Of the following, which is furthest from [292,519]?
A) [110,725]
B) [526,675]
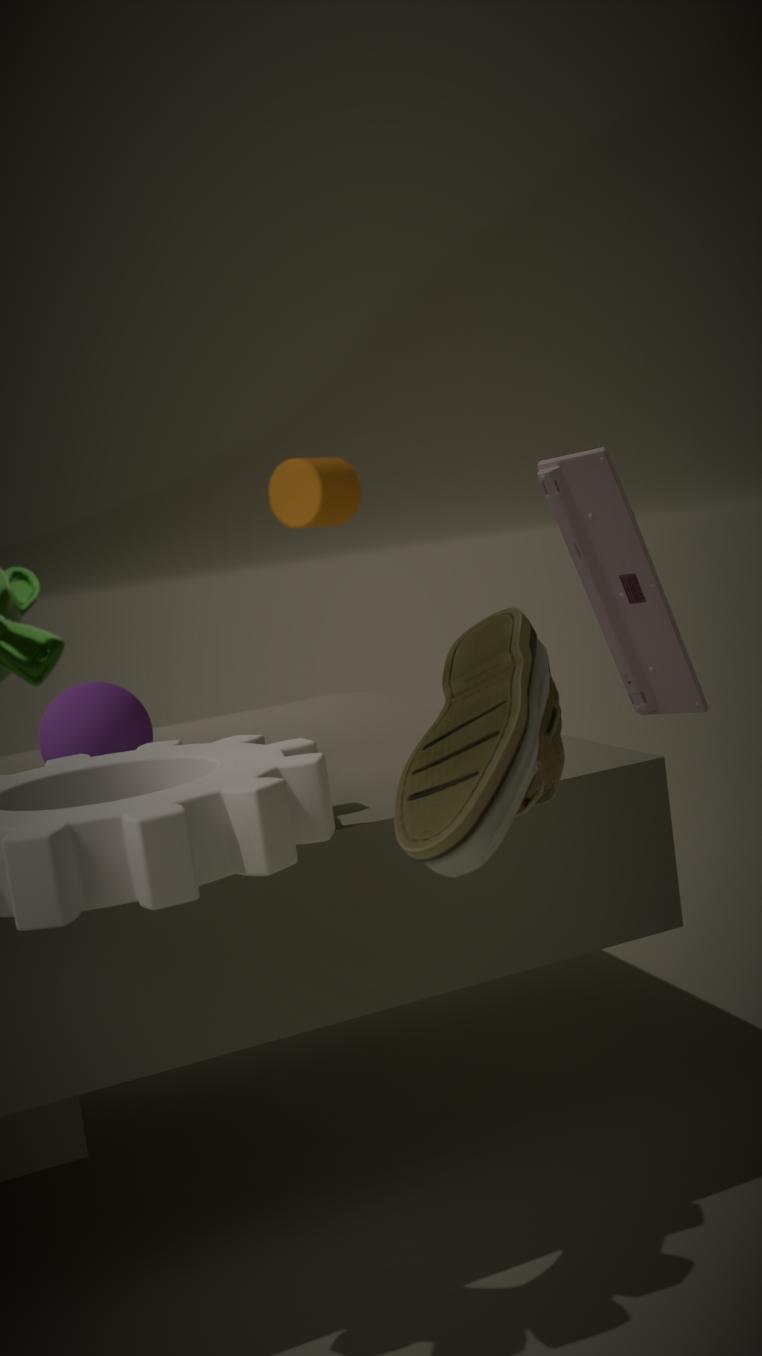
[526,675]
